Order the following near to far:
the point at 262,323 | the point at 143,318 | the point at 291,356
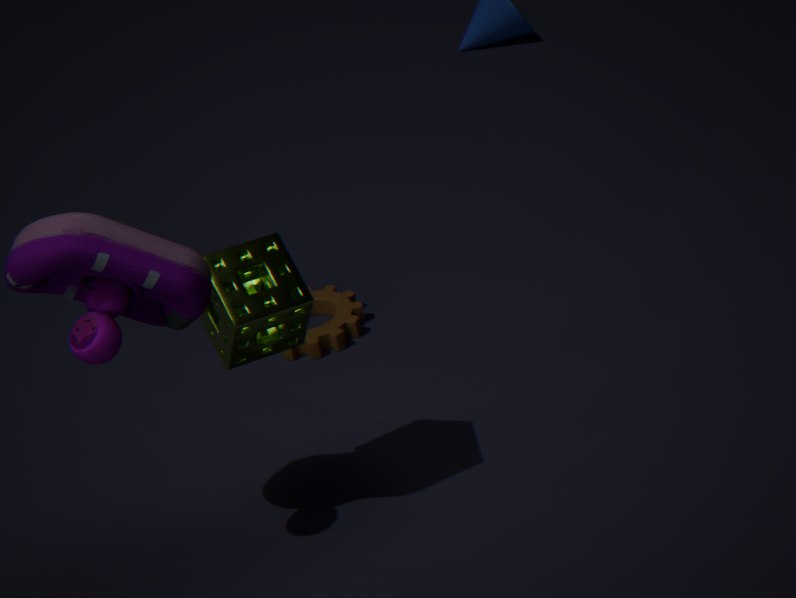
the point at 262,323 < the point at 143,318 < the point at 291,356
